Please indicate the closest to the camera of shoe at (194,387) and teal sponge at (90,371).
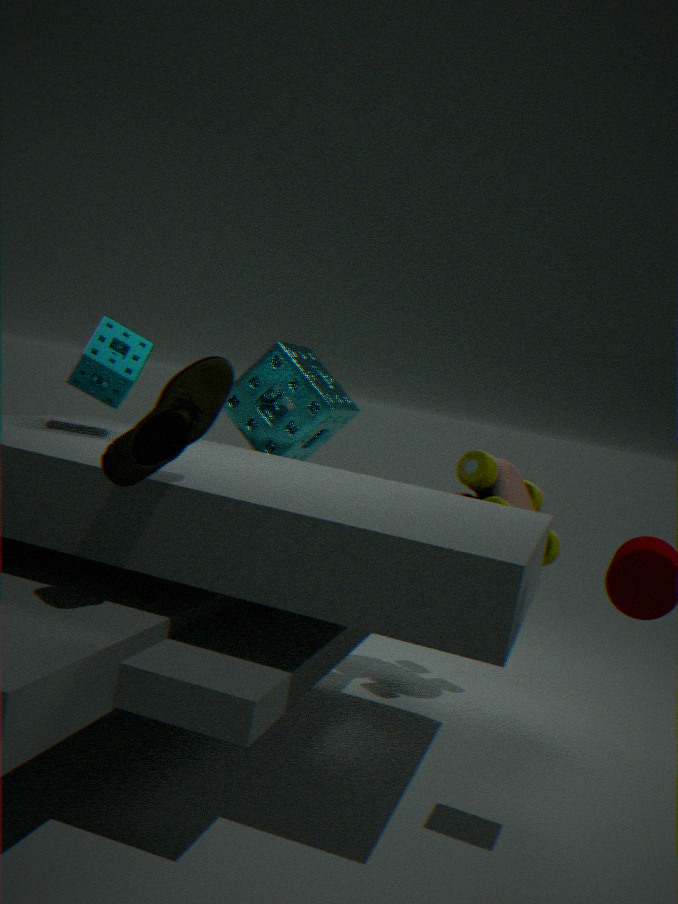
shoe at (194,387)
